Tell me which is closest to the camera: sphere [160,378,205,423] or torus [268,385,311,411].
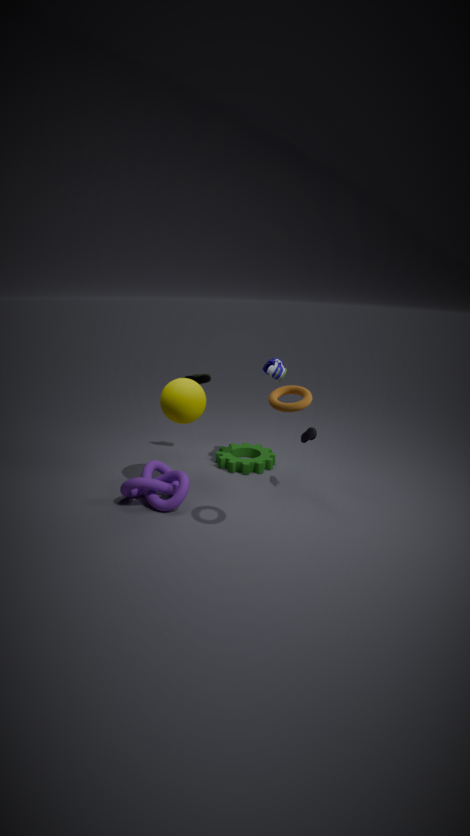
torus [268,385,311,411]
